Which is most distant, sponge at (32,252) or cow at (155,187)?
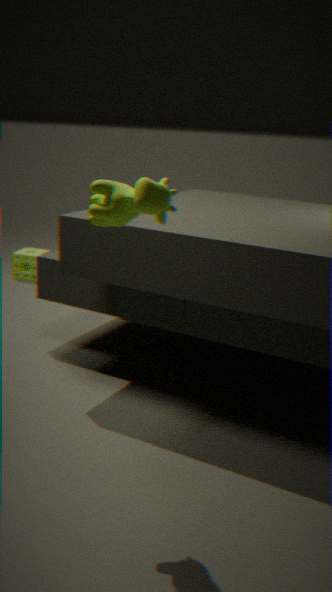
sponge at (32,252)
